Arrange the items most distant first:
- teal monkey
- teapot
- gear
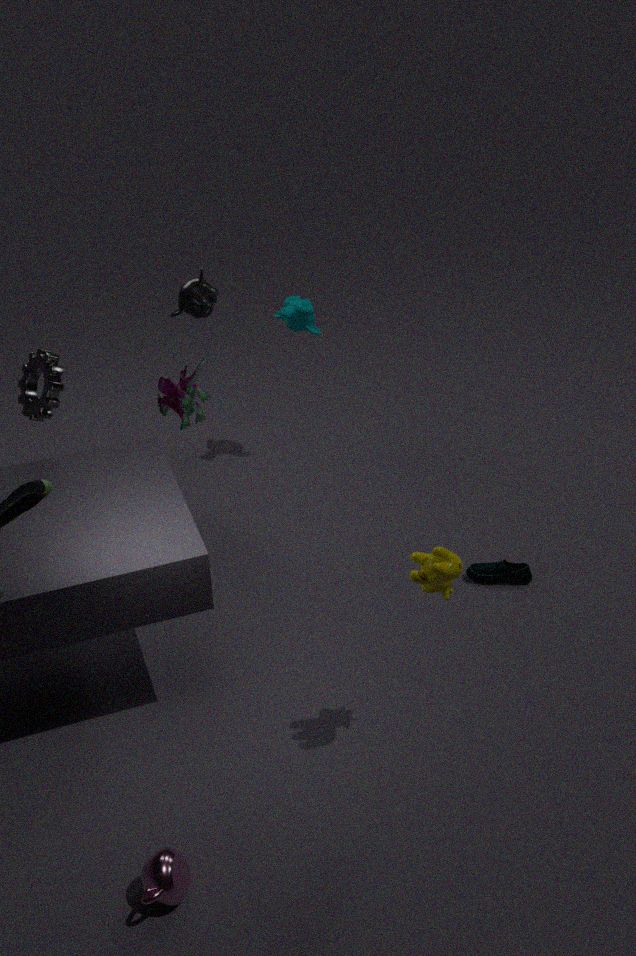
teal monkey, gear, teapot
